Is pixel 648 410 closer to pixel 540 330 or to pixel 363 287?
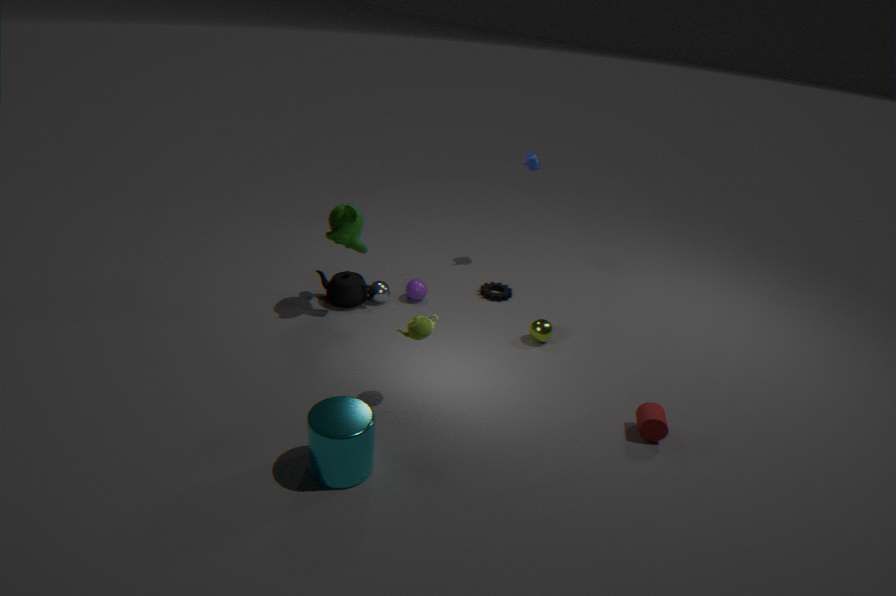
pixel 540 330
